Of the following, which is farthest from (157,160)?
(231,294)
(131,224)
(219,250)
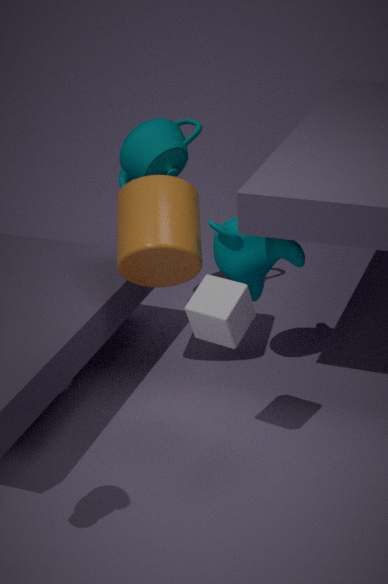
(231,294)
